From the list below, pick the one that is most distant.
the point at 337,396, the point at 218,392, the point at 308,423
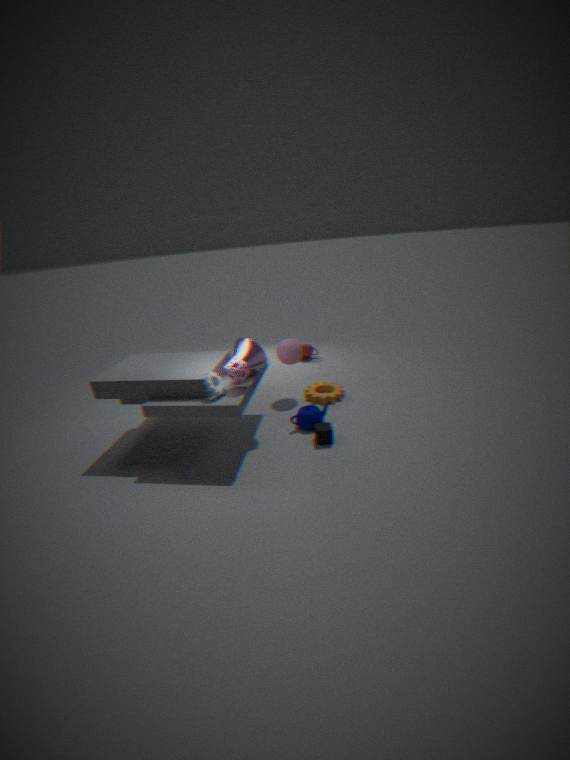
the point at 337,396
